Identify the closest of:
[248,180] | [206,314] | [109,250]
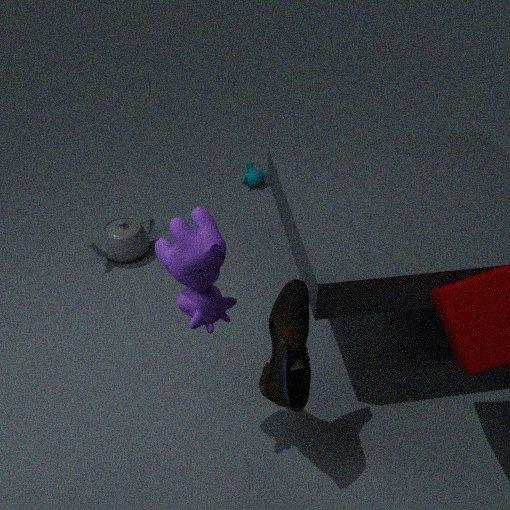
[206,314]
